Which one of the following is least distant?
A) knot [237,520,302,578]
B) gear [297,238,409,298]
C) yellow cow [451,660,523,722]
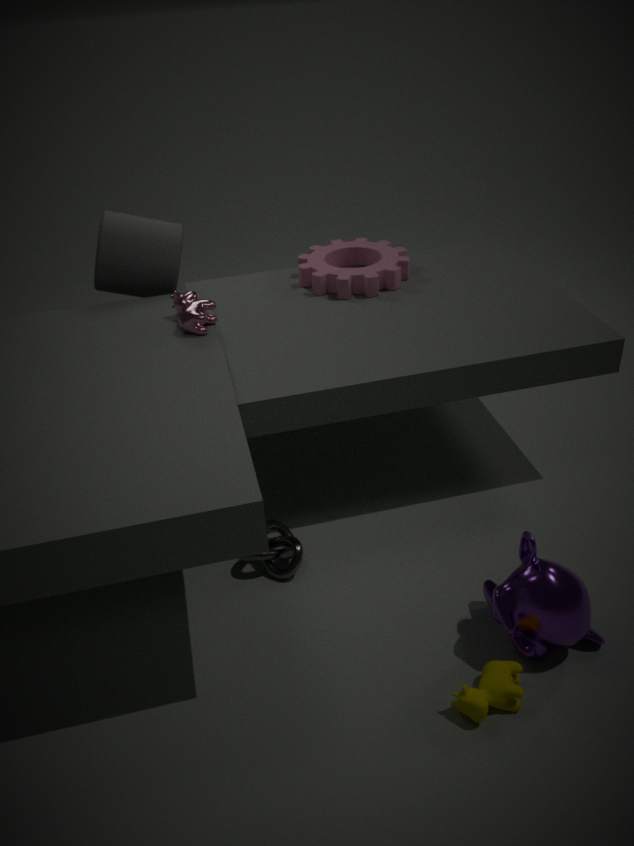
yellow cow [451,660,523,722]
